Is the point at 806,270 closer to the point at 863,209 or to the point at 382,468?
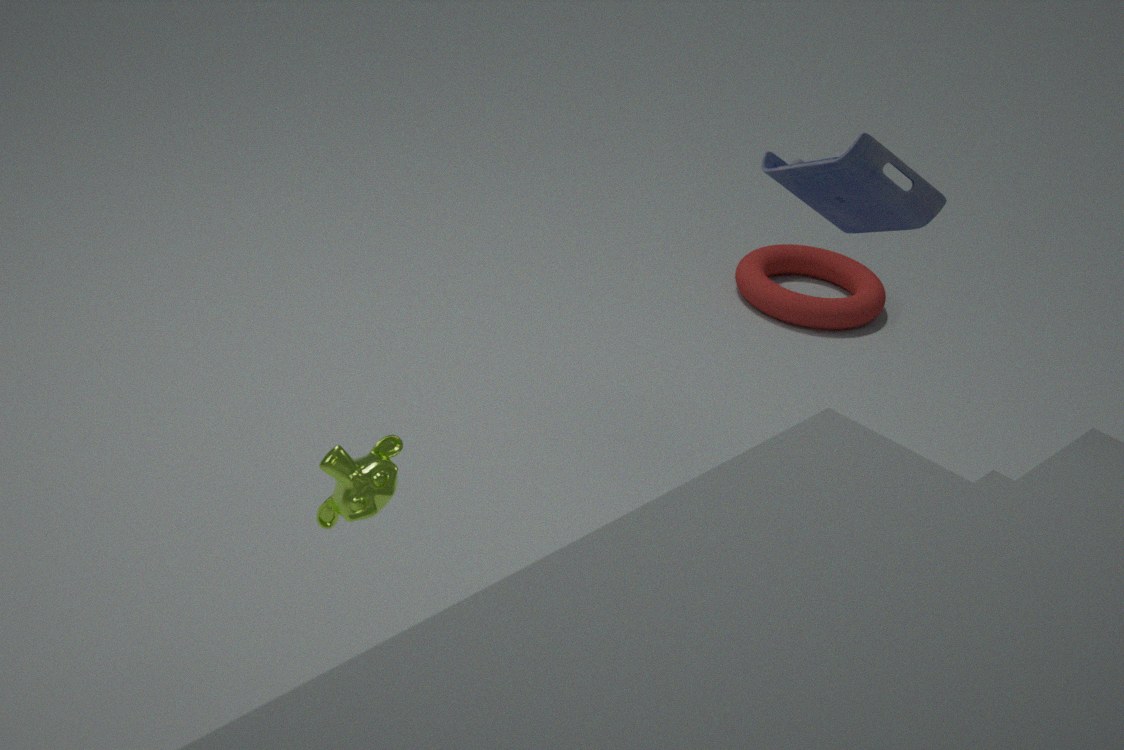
the point at 863,209
